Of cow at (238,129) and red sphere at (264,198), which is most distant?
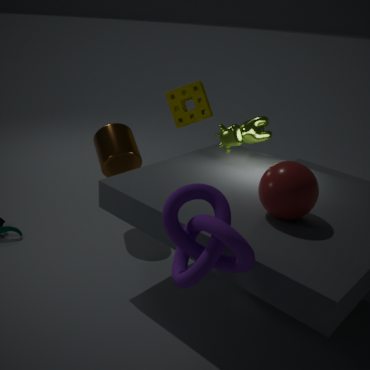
cow at (238,129)
